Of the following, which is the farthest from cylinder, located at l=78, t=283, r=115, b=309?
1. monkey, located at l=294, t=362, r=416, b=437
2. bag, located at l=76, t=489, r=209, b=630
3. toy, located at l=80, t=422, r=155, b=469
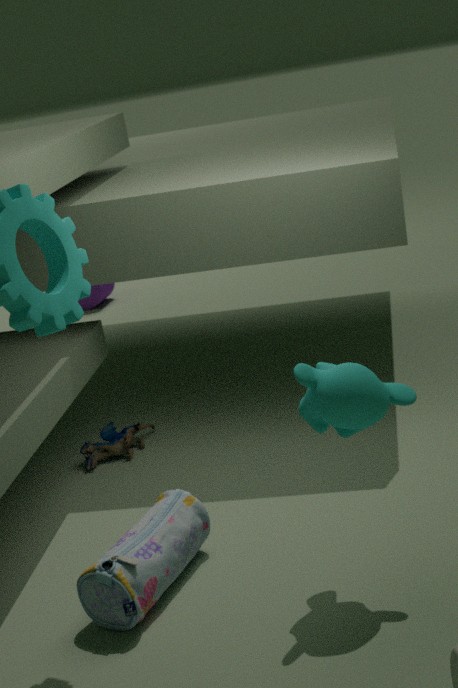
monkey, located at l=294, t=362, r=416, b=437
